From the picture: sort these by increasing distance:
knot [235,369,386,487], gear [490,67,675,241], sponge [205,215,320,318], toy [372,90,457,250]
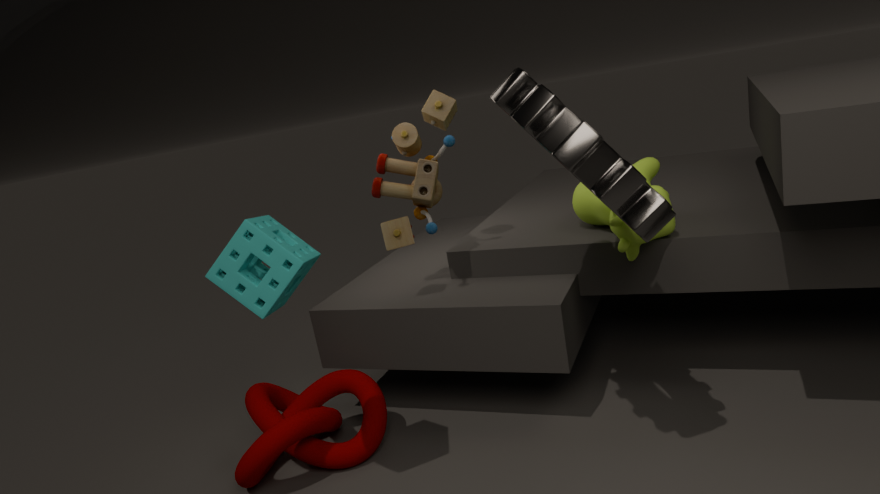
1. gear [490,67,675,241]
2. sponge [205,215,320,318]
3. knot [235,369,386,487]
4. toy [372,90,457,250]
